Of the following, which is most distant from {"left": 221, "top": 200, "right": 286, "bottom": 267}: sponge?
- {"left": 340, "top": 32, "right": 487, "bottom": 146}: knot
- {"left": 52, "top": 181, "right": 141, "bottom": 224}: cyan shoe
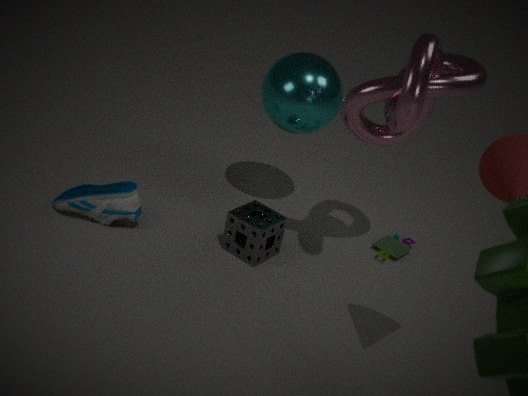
{"left": 340, "top": 32, "right": 487, "bottom": 146}: knot
